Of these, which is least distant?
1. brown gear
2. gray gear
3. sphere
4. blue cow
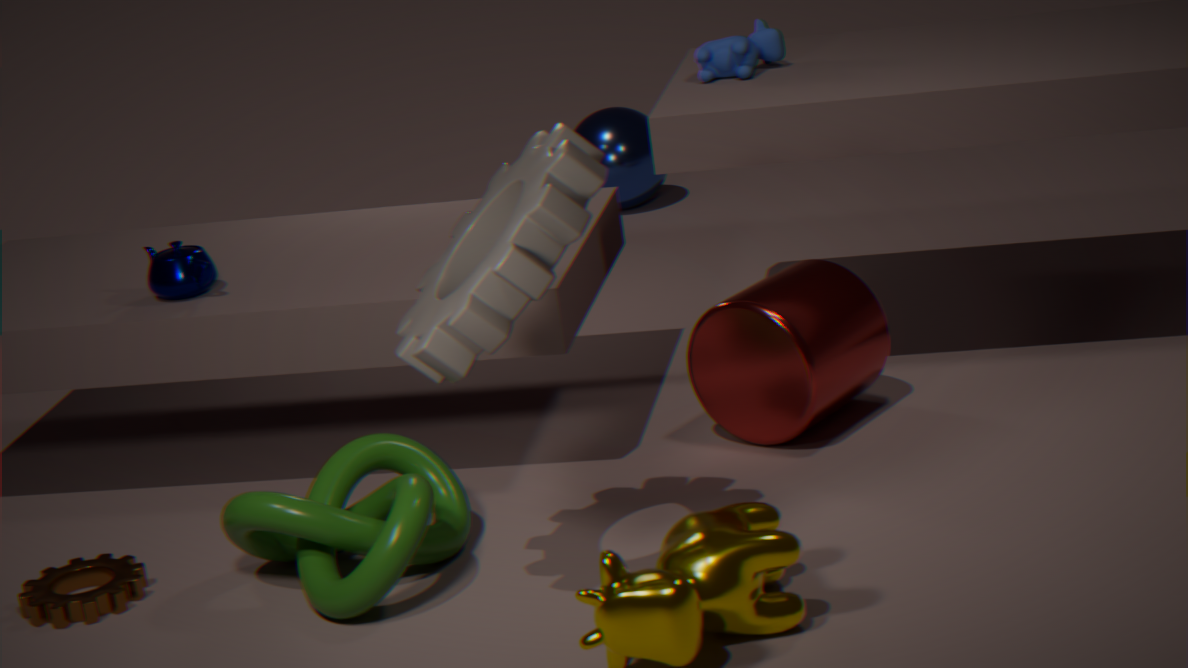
gray gear
